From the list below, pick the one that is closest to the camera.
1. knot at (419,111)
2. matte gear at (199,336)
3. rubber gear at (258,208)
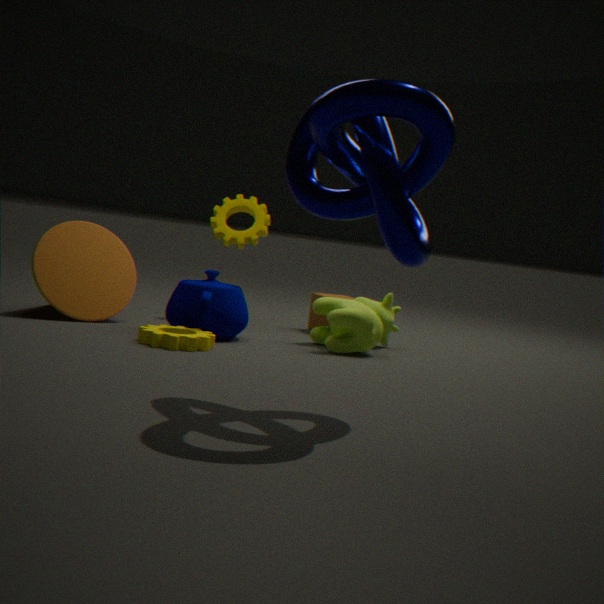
knot at (419,111)
